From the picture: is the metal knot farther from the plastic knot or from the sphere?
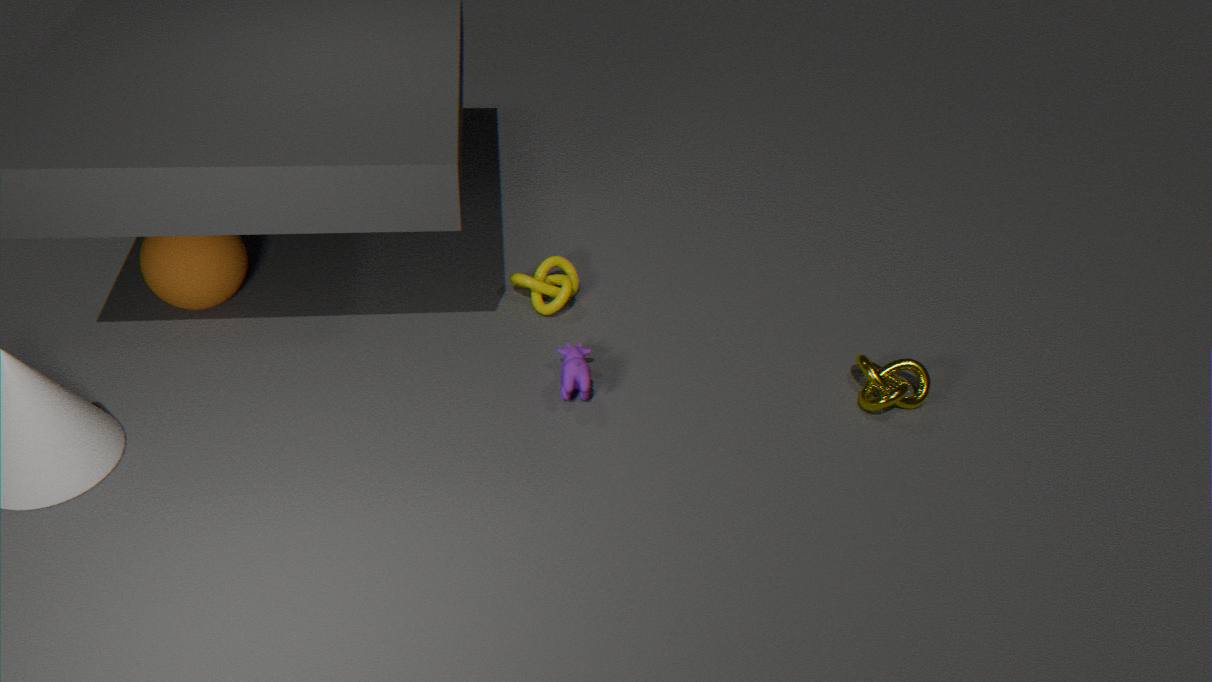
the sphere
